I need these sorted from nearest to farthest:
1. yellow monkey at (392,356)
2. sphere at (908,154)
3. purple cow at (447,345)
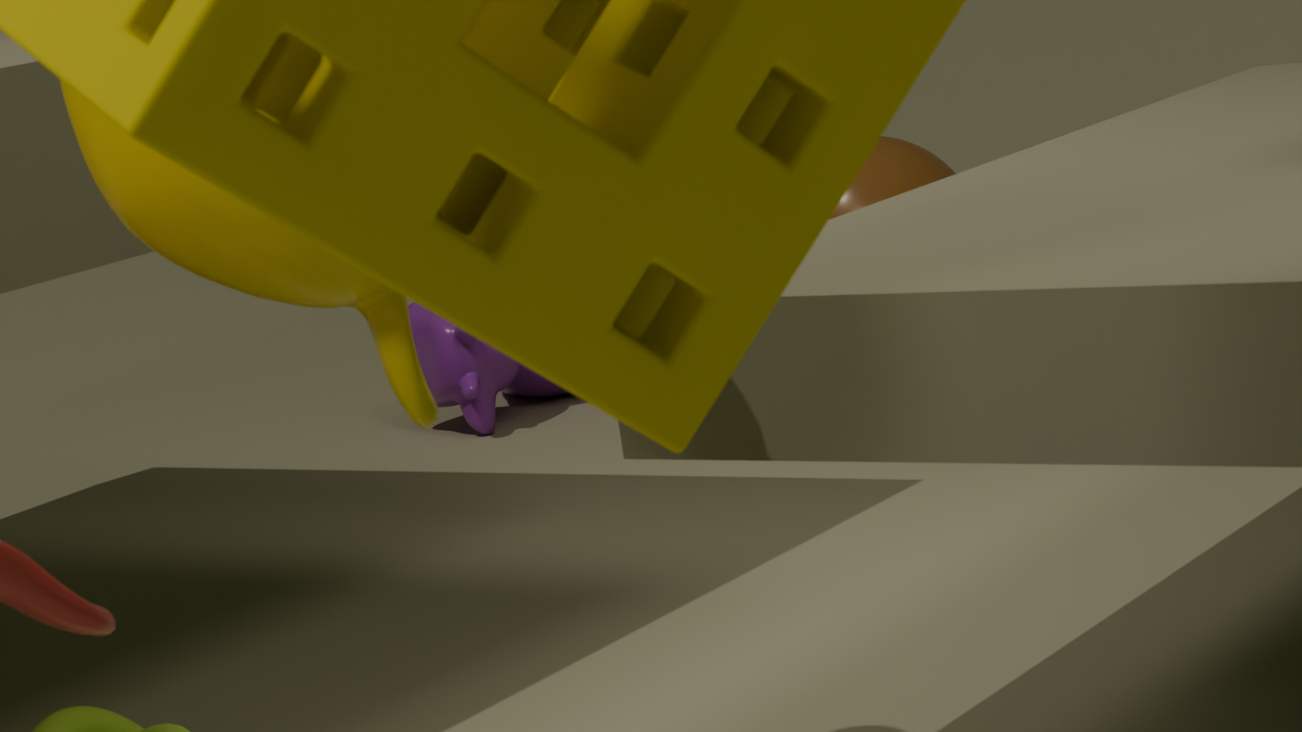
yellow monkey at (392,356), purple cow at (447,345), sphere at (908,154)
